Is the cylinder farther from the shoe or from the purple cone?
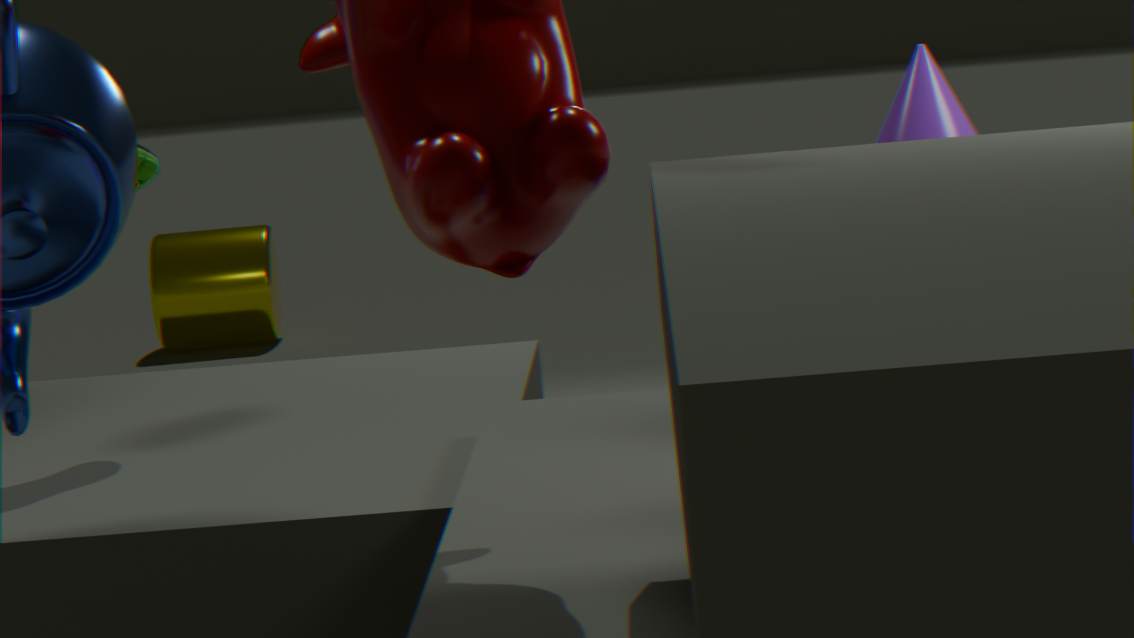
the purple cone
